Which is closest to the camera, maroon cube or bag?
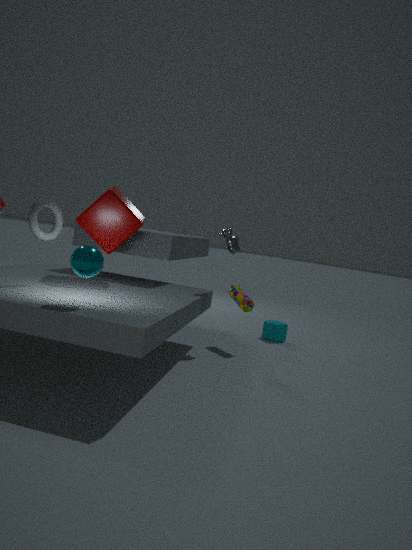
maroon cube
